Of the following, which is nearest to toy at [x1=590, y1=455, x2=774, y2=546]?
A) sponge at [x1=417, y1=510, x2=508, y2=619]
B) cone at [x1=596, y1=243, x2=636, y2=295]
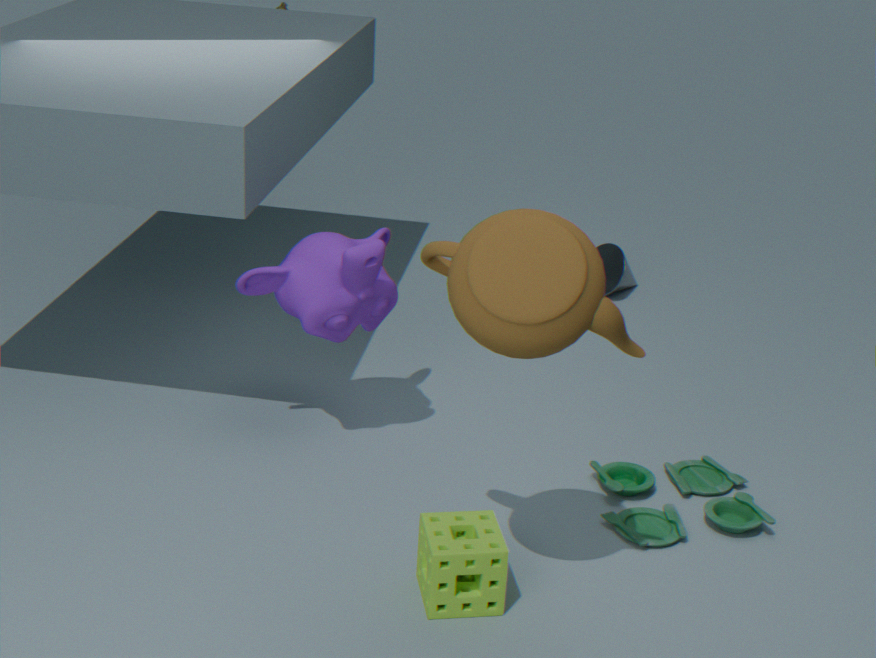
sponge at [x1=417, y1=510, x2=508, y2=619]
